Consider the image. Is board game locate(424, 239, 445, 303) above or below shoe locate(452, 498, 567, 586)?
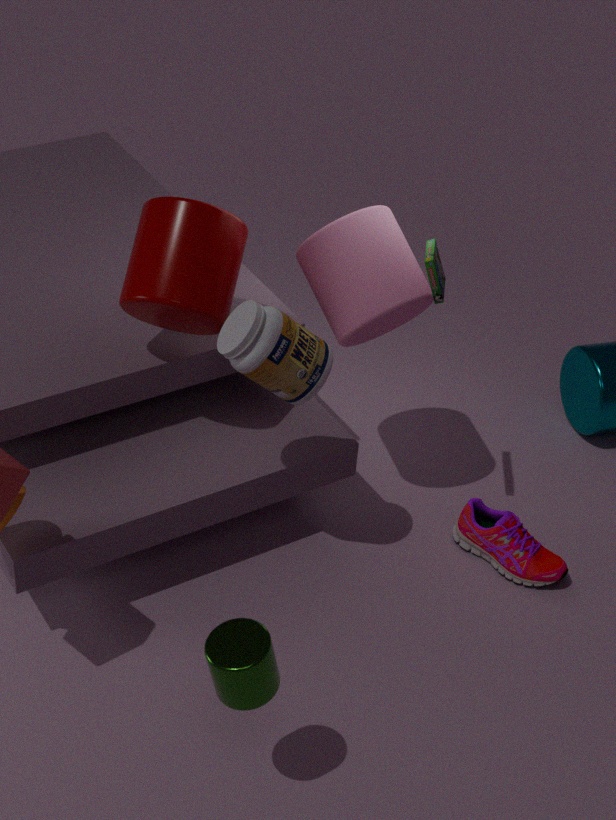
above
